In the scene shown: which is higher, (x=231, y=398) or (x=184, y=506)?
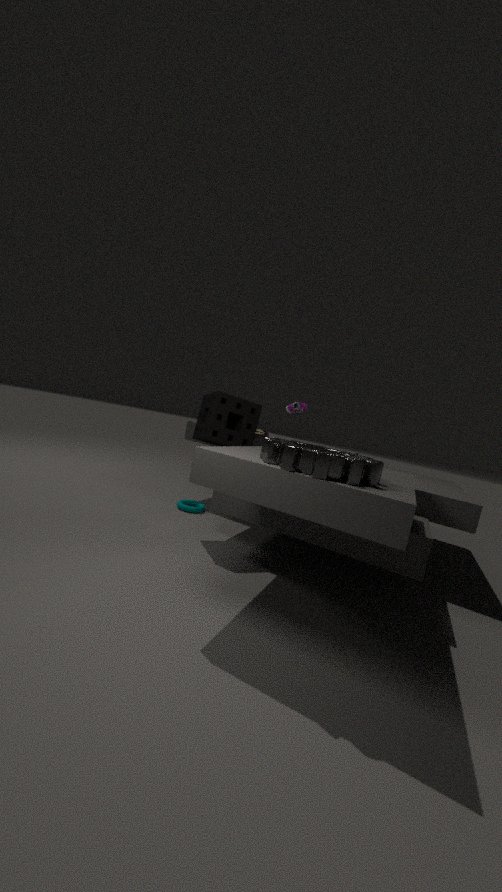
(x=231, y=398)
